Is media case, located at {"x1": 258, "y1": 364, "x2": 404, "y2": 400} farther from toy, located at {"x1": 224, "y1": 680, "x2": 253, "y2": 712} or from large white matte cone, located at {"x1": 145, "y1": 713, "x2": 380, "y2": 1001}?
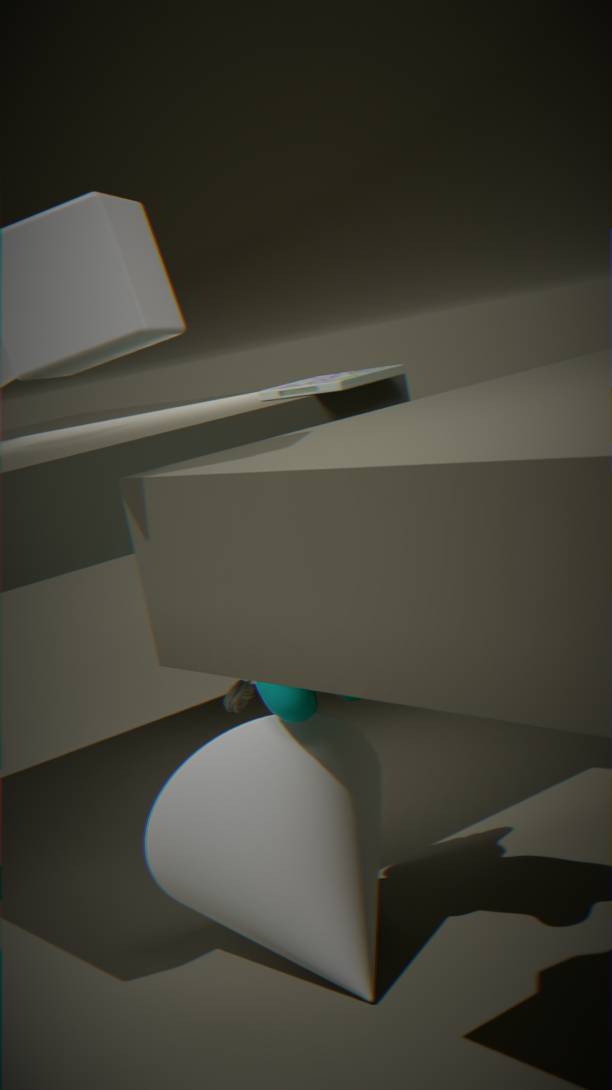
large white matte cone, located at {"x1": 145, "y1": 713, "x2": 380, "y2": 1001}
